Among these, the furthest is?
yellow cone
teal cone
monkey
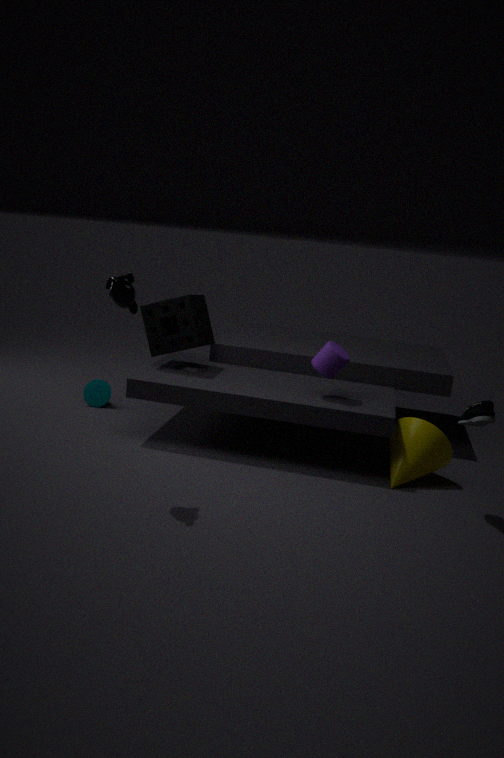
teal cone
